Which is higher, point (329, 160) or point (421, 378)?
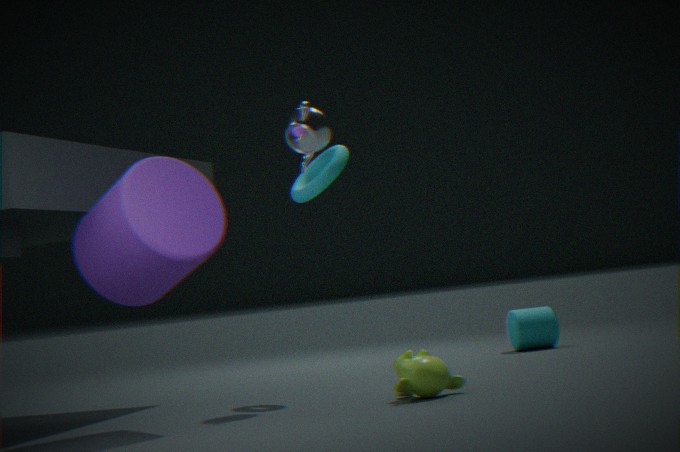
point (329, 160)
